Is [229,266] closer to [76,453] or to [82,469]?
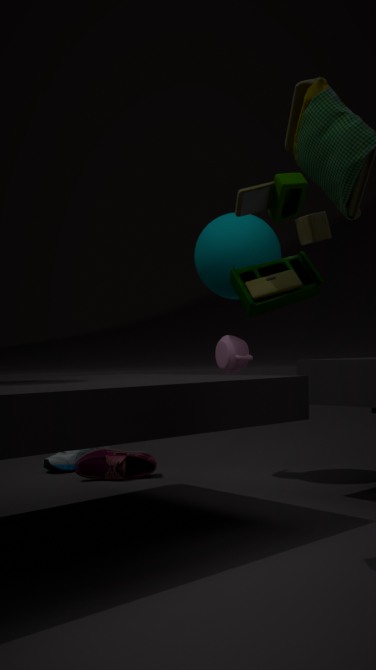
[82,469]
